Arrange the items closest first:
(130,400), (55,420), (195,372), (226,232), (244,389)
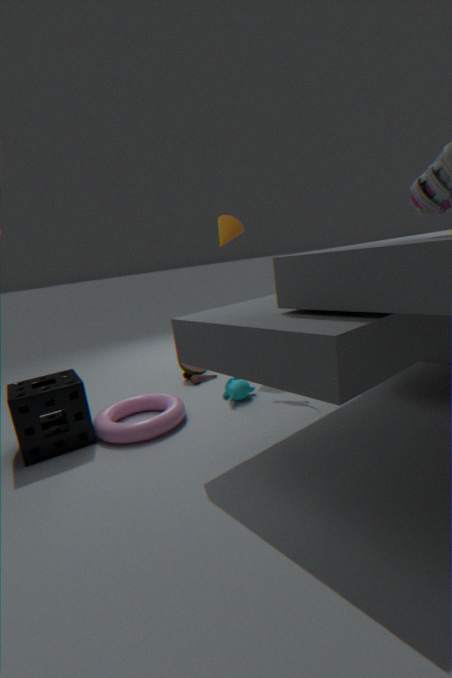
(55,420) < (244,389) < (130,400) < (226,232) < (195,372)
